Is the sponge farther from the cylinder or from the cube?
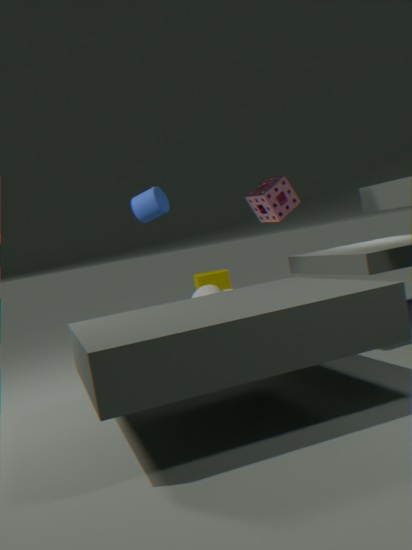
the cube
